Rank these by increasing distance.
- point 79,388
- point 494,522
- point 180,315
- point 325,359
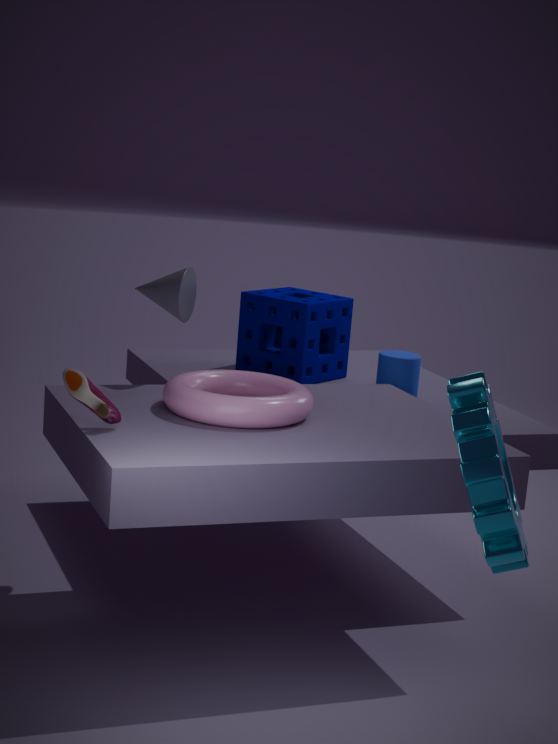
1. point 494,522
2. point 79,388
3. point 180,315
4. point 325,359
